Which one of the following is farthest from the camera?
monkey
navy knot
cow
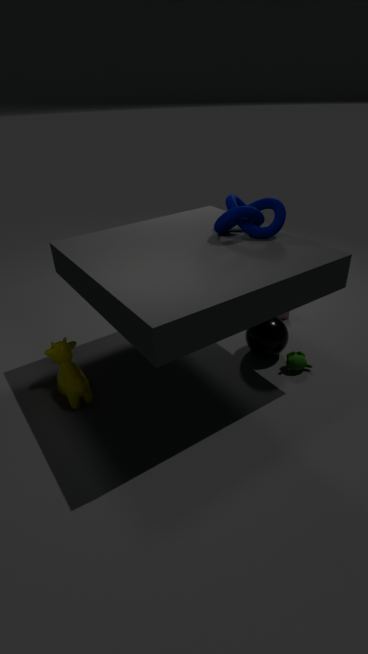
monkey
